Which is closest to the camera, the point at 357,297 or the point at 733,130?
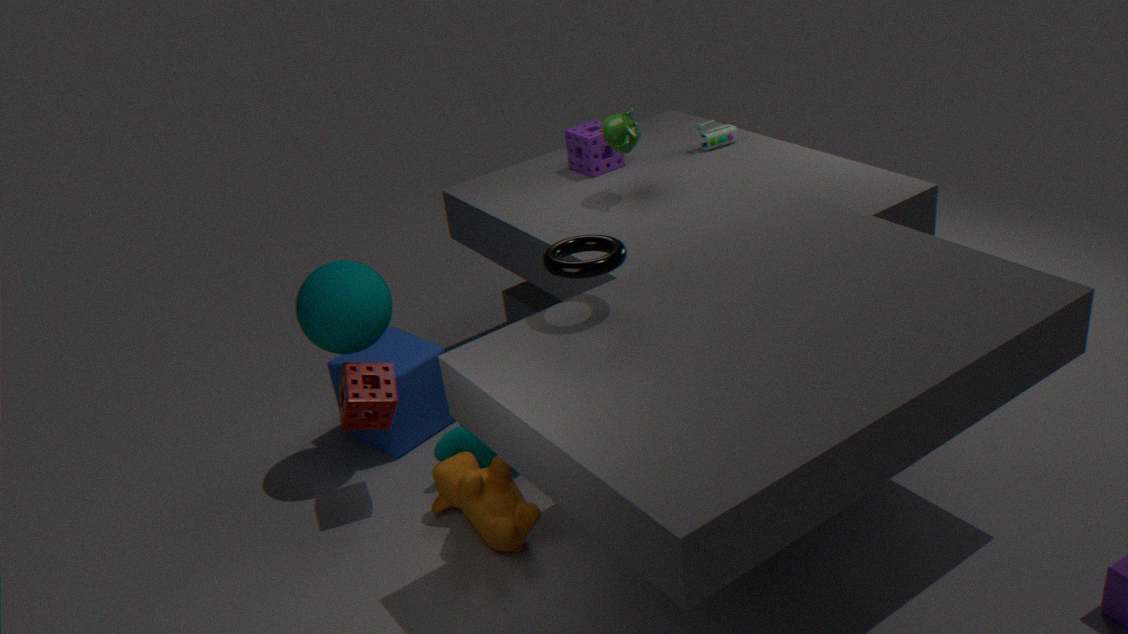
the point at 357,297
